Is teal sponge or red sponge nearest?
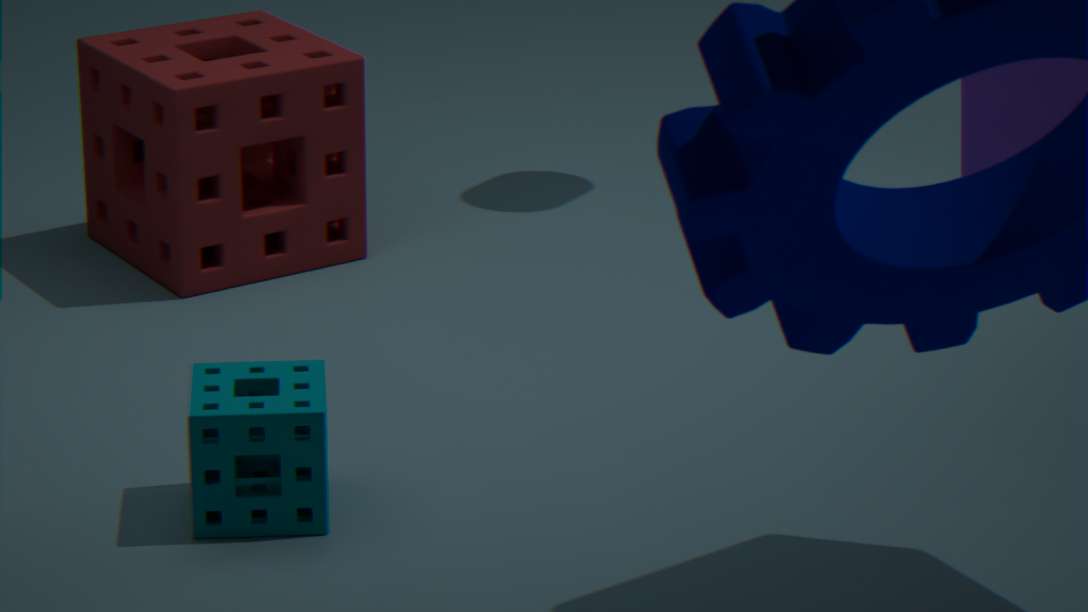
teal sponge
